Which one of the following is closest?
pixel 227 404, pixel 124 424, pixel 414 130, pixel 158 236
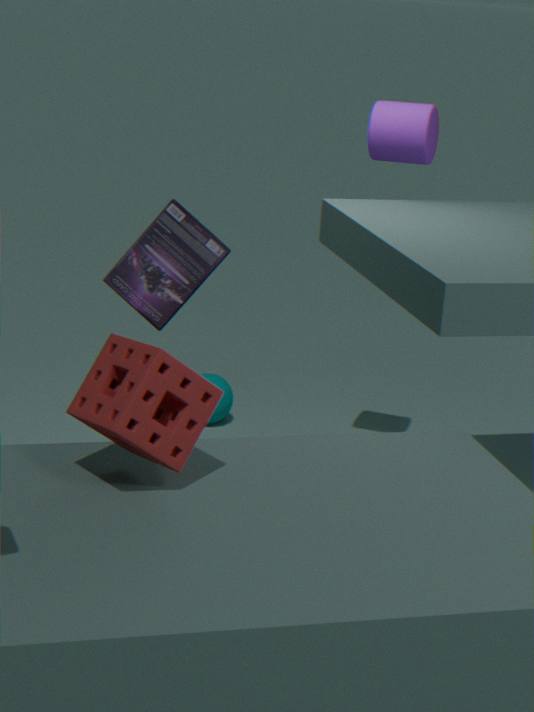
pixel 124 424
